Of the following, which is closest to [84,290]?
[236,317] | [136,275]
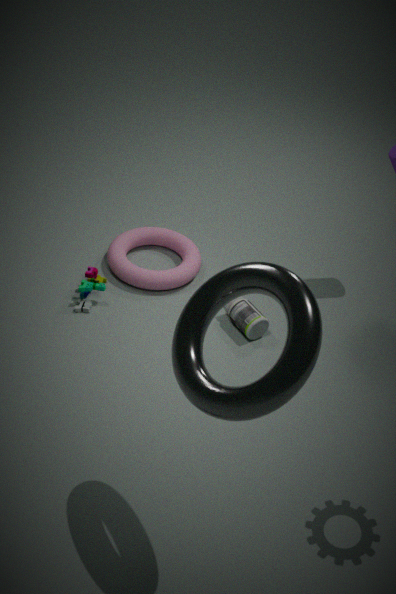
[136,275]
